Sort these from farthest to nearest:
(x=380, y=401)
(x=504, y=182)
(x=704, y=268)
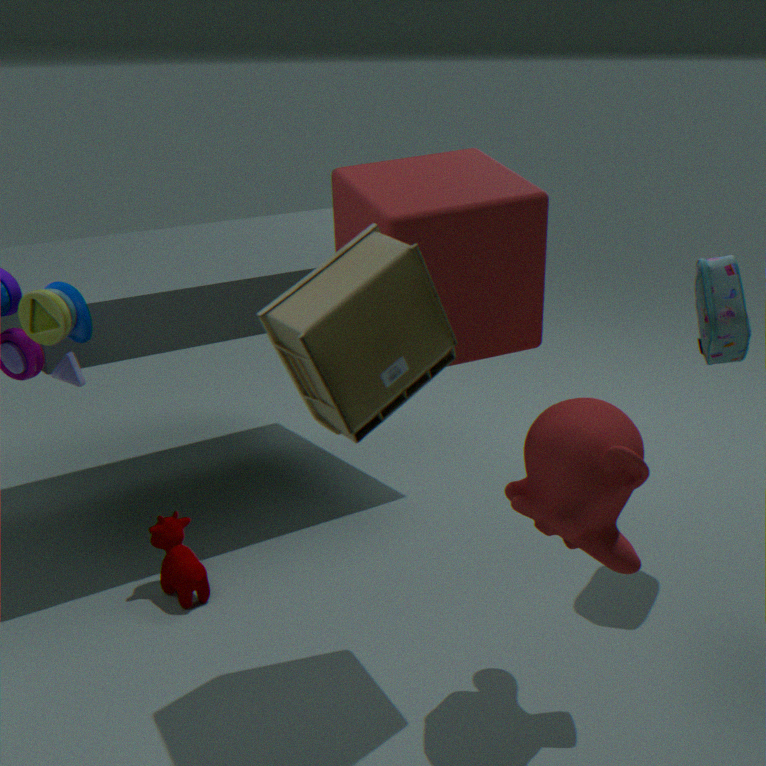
(x=704, y=268), (x=504, y=182), (x=380, y=401)
